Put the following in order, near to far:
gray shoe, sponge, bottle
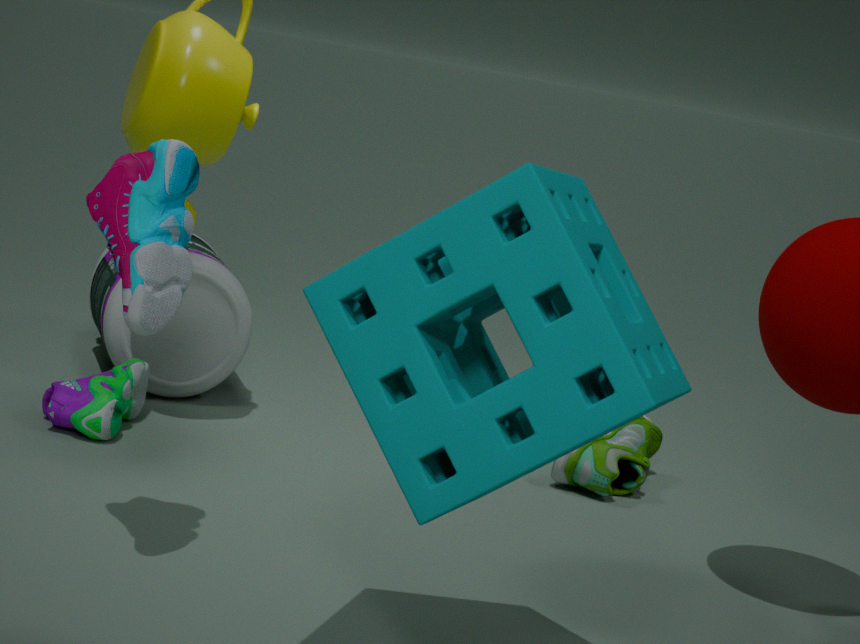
sponge
gray shoe
bottle
